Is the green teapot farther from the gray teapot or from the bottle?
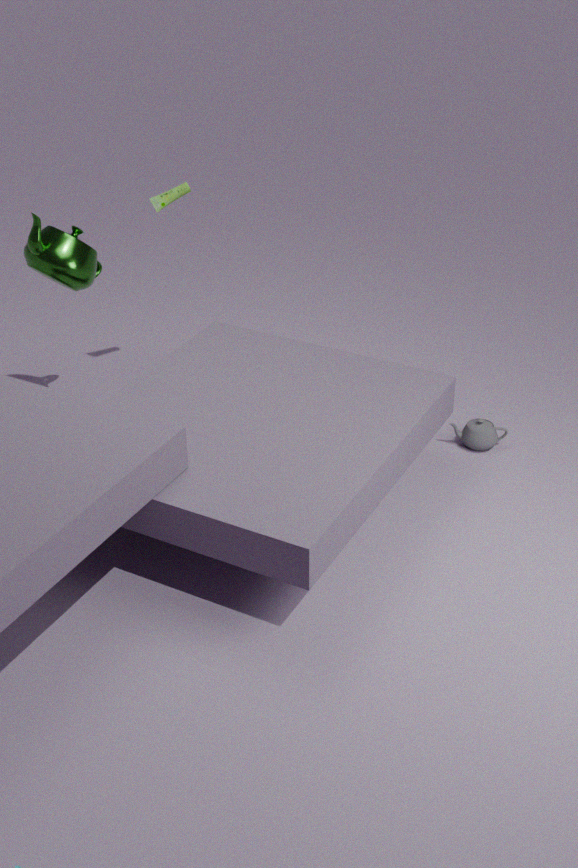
the gray teapot
